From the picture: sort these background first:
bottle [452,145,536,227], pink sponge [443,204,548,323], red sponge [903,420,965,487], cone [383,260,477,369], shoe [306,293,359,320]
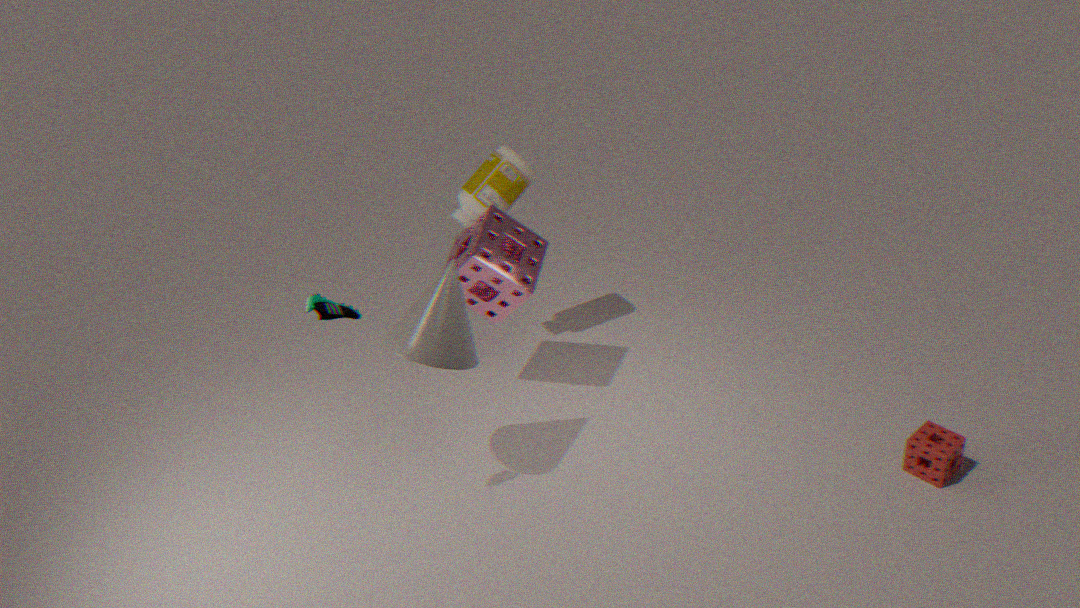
bottle [452,145,536,227], pink sponge [443,204,548,323], red sponge [903,420,965,487], cone [383,260,477,369], shoe [306,293,359,320]
